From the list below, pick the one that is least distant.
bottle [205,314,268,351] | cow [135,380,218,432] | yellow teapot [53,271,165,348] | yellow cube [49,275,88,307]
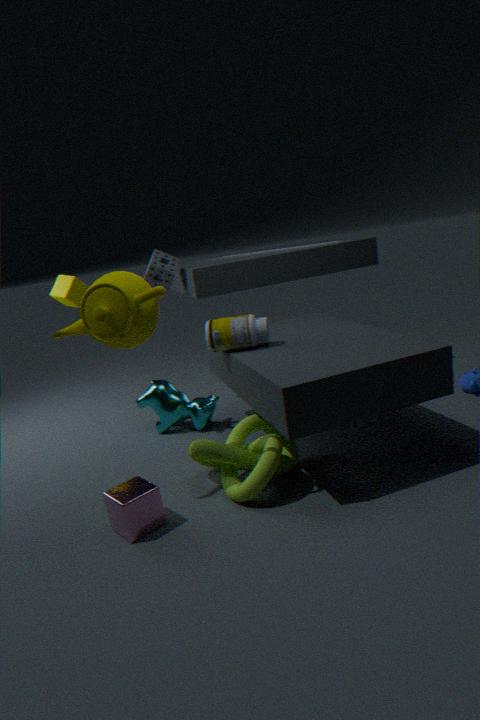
yellow teapot [53,271,165,348]
